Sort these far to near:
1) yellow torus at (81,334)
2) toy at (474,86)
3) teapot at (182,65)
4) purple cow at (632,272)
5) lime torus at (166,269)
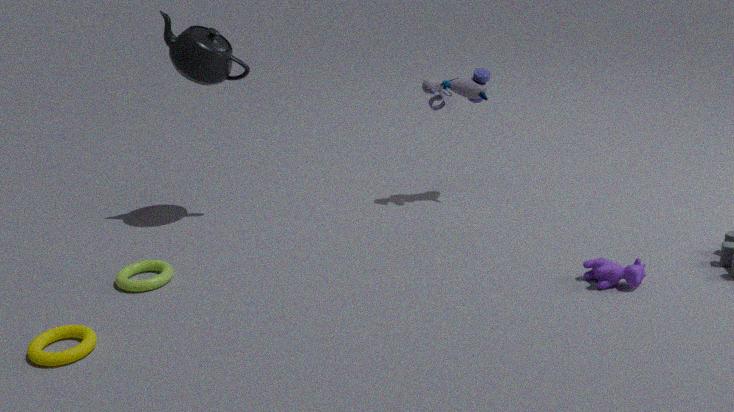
2. toy at (474,86) < 3. teapot at (182,65) < 5. lime torus at (166,269) < 4. purple cow at (632,272) < 1. yellow torus at (81,334)
